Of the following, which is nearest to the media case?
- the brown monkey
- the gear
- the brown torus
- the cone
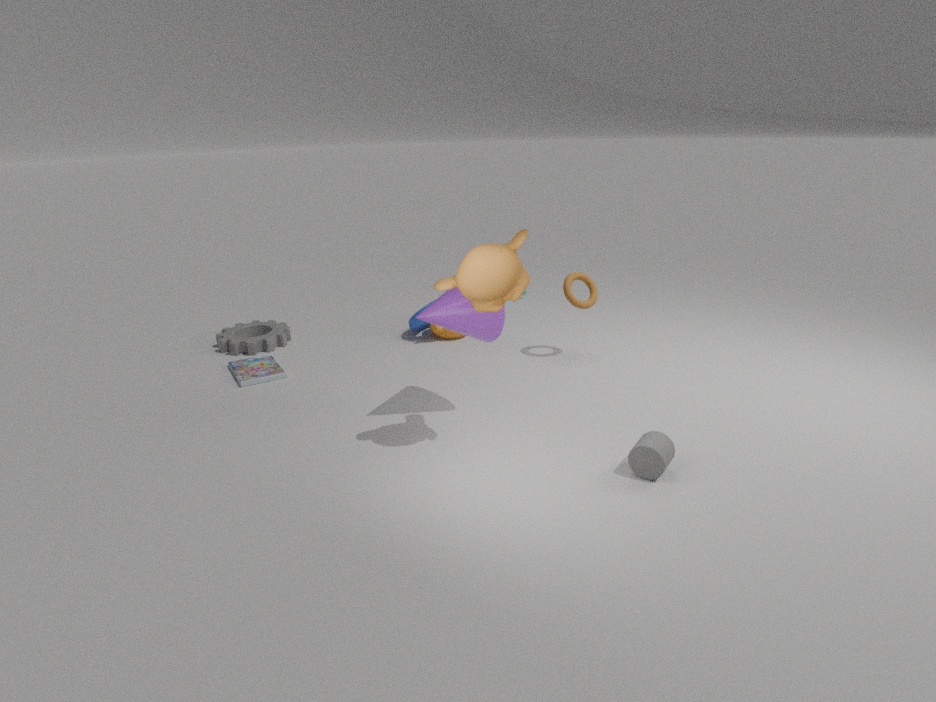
the gear
